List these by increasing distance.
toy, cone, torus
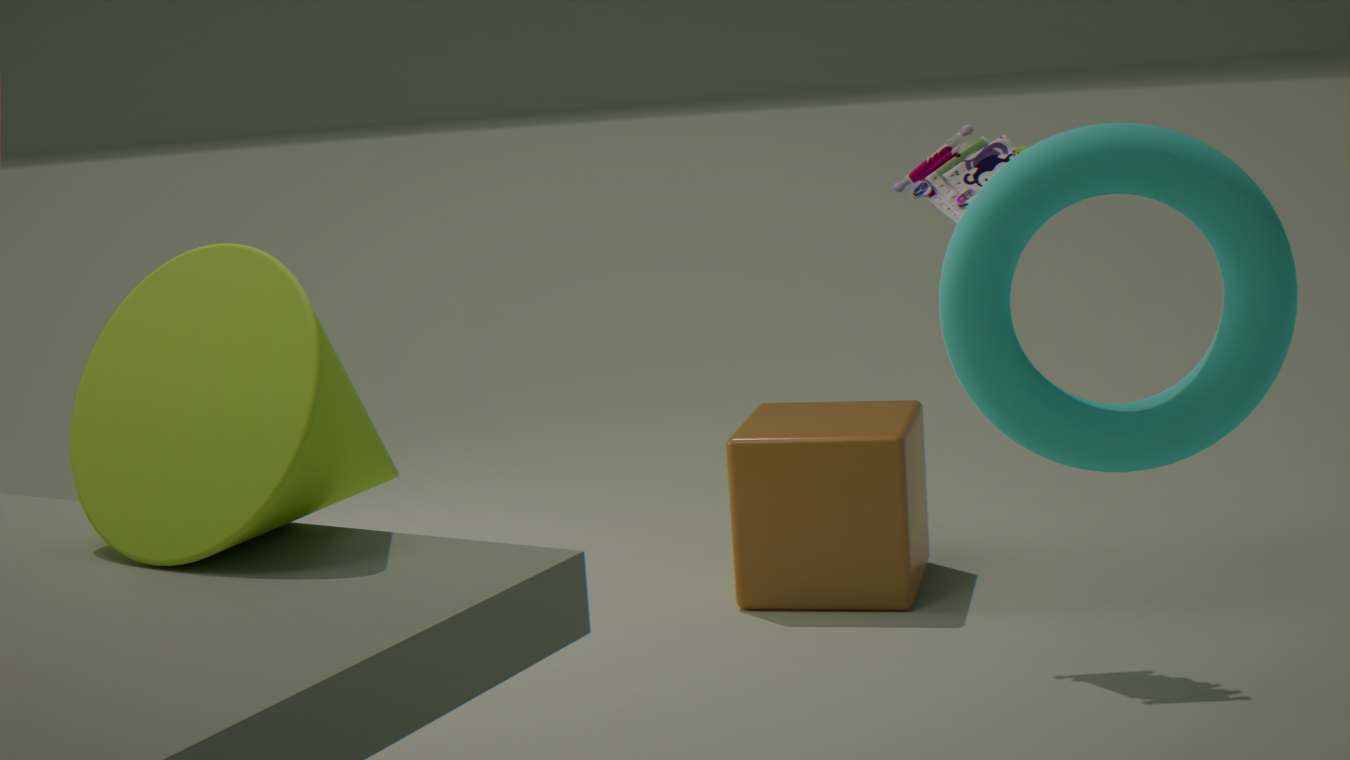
cone < torus < toy
